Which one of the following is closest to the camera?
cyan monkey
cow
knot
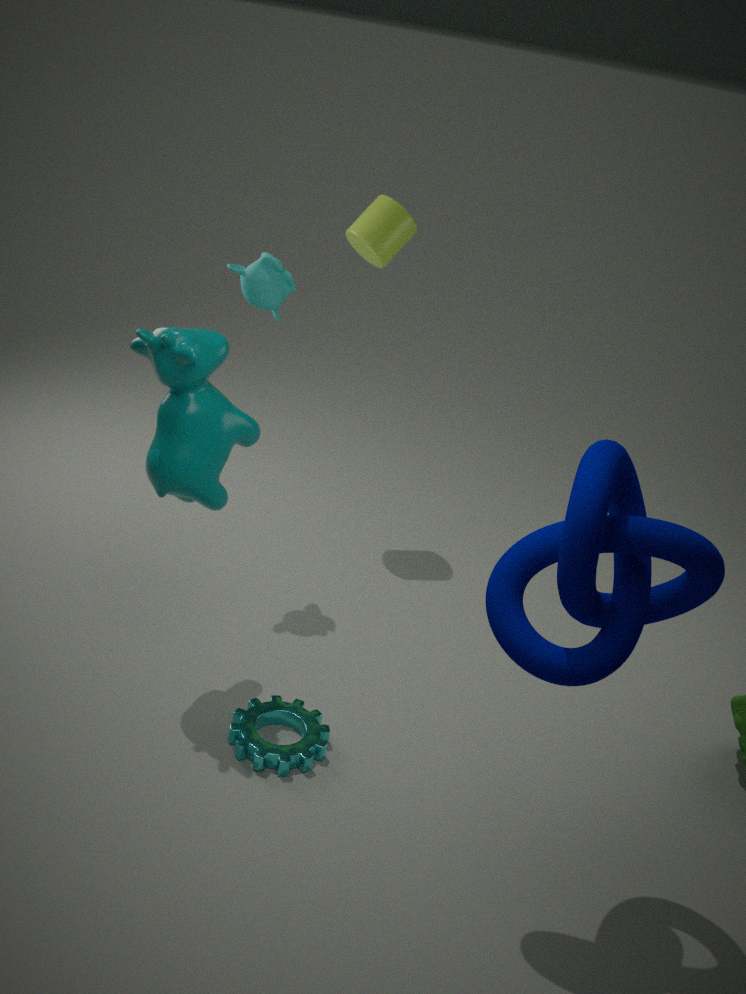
knot
